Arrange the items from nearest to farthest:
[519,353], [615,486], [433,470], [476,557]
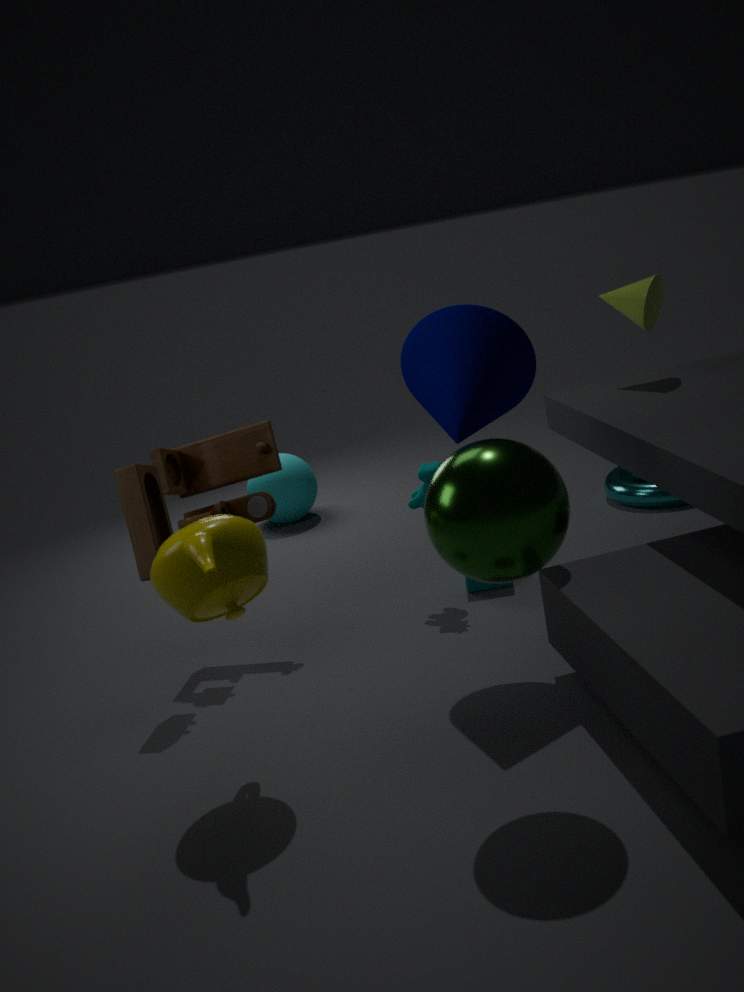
[476,557]
[519,353]
[433,470]
[615,486]
